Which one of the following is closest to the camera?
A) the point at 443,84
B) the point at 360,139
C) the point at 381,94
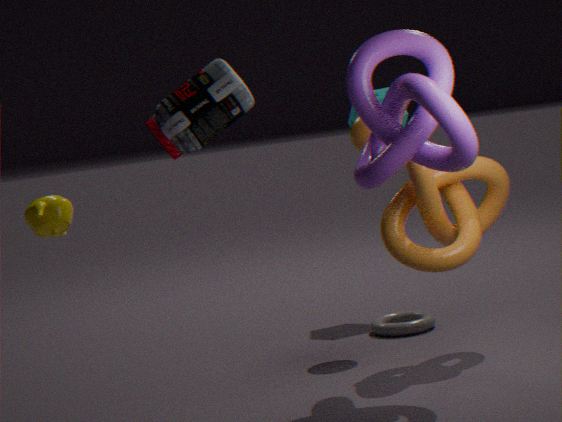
A. the point at 443,84
